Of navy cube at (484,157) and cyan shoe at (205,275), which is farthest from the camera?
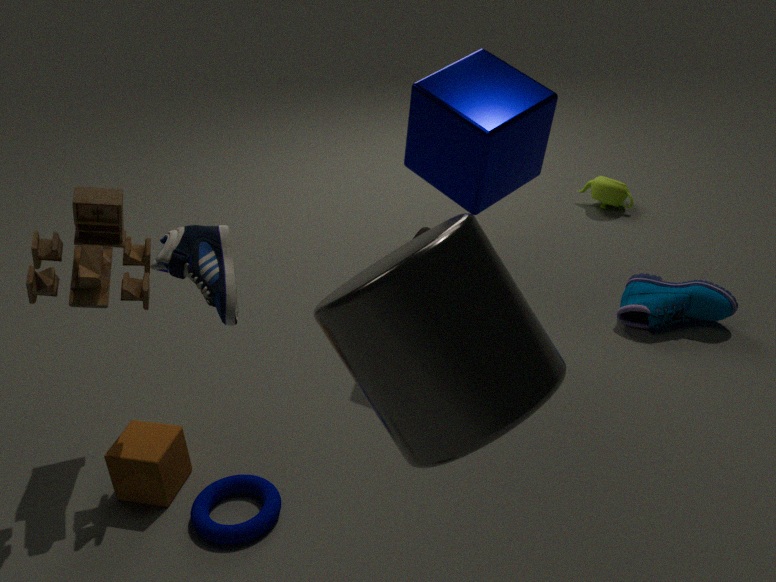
navy cube at (484,157)
